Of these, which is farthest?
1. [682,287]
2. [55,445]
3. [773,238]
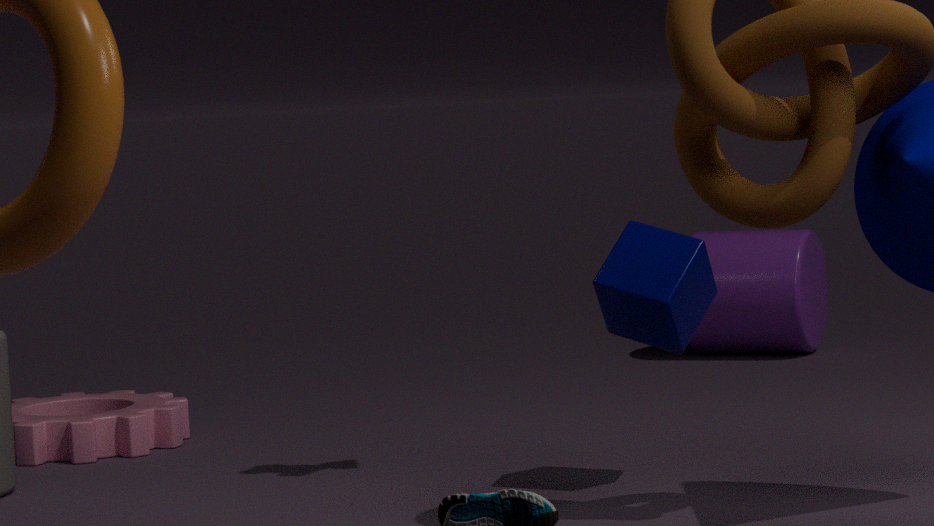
[773,238]
